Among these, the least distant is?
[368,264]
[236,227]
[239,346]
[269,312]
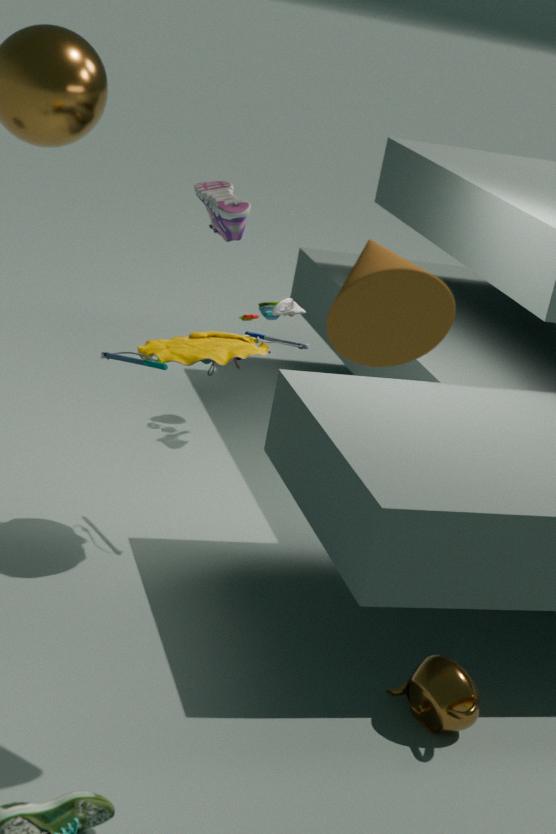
[368,264]
